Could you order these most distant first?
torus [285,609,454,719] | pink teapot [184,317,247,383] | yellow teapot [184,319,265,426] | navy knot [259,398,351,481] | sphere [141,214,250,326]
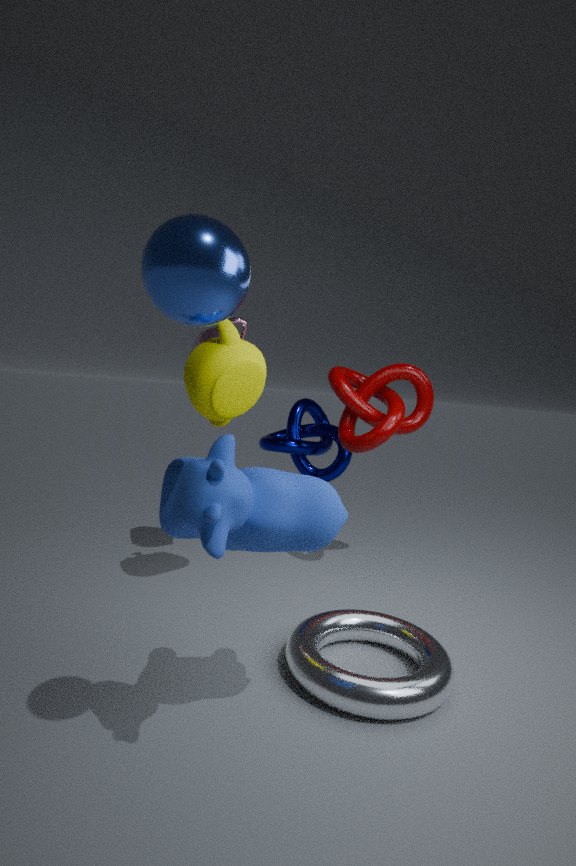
navy knot [259,398,351,481] < pink teapot [184,317,247,383] < yellow teapot [184,319,265,426] < torus [285,609,454,719] < sphere [141,214,250,326]
